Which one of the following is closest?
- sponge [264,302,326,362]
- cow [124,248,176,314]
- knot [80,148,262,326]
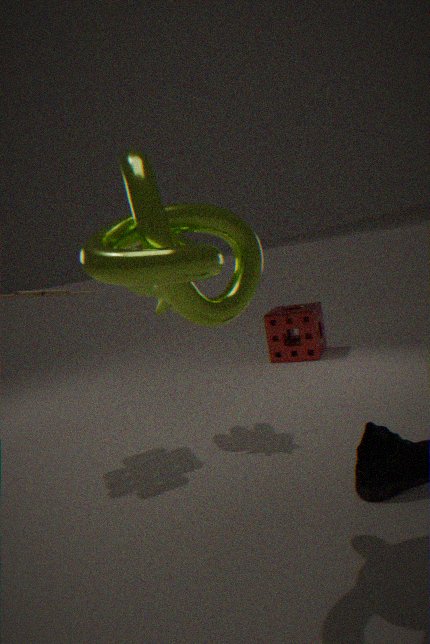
knot [80,148,262,326]
